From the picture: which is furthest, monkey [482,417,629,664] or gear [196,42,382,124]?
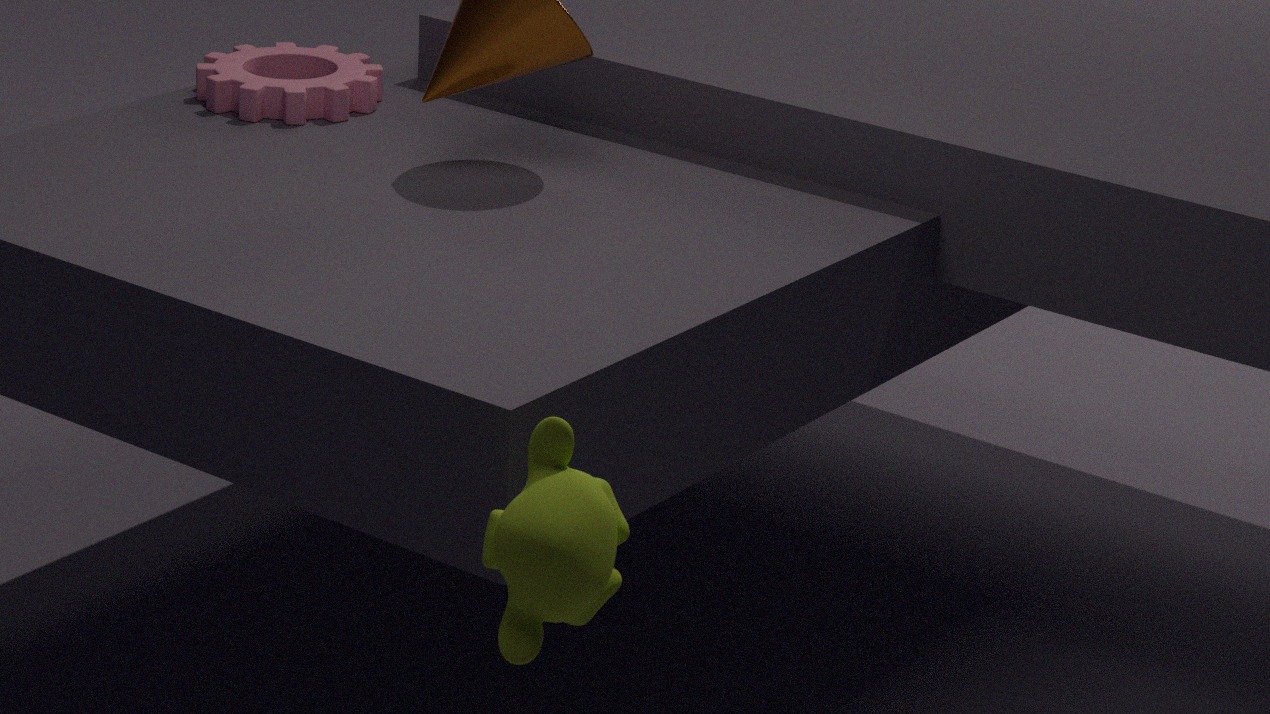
gear [196,42,382,124]
